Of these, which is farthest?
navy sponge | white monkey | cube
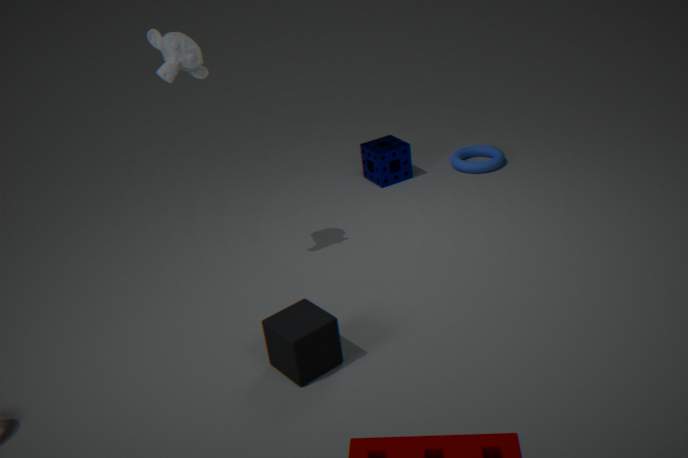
navy sponge
